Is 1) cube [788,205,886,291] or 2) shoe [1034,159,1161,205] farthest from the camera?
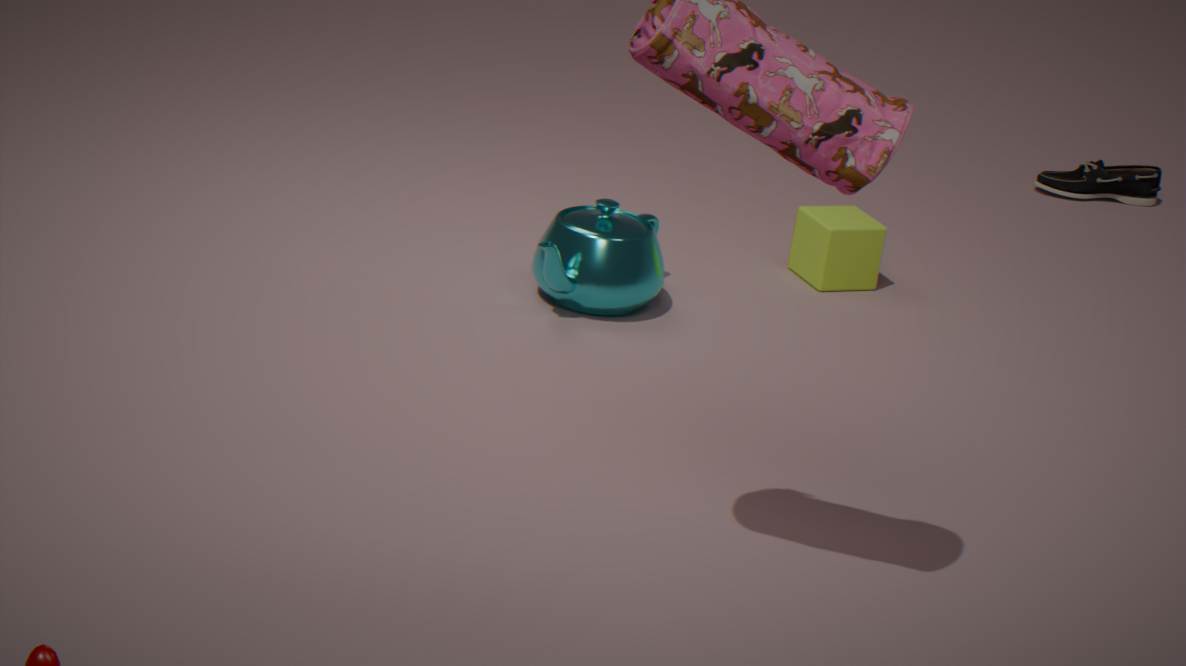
2. shoe [1034,159,1161,205]
